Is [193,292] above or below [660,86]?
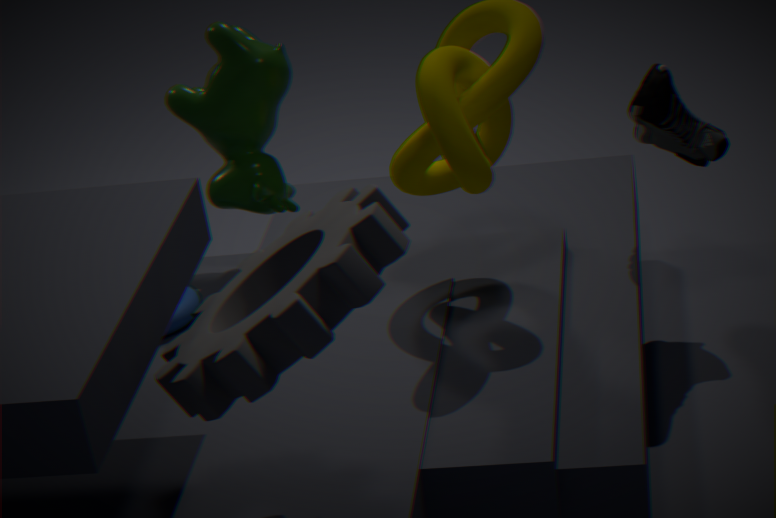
below
